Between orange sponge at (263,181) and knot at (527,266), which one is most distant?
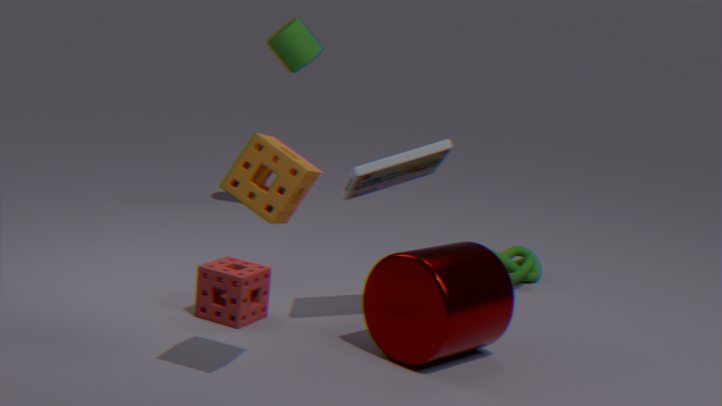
knot at (527,266)
